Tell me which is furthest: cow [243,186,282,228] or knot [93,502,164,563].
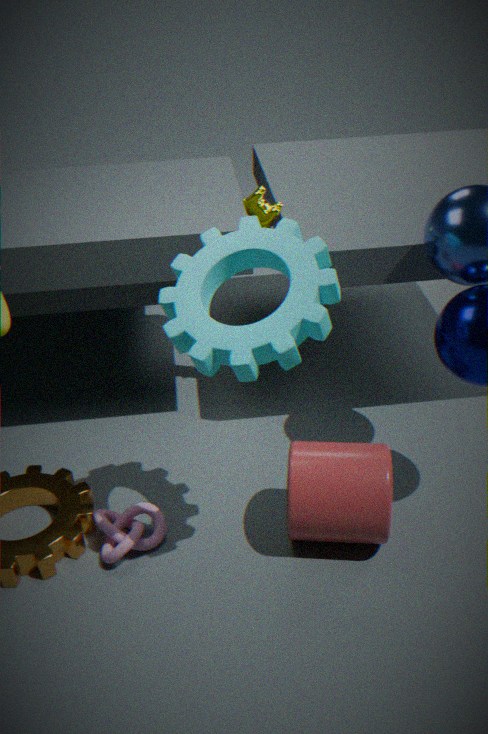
cow [243,186,282,228]
